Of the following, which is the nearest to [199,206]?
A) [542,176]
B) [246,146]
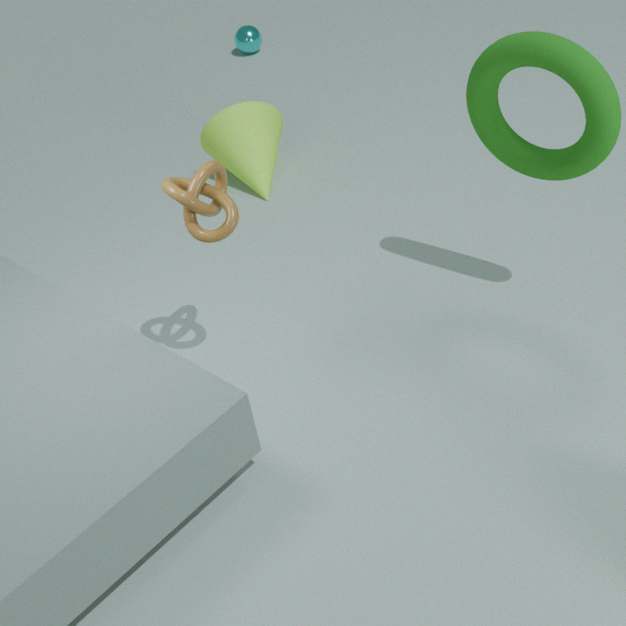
[542,176]
